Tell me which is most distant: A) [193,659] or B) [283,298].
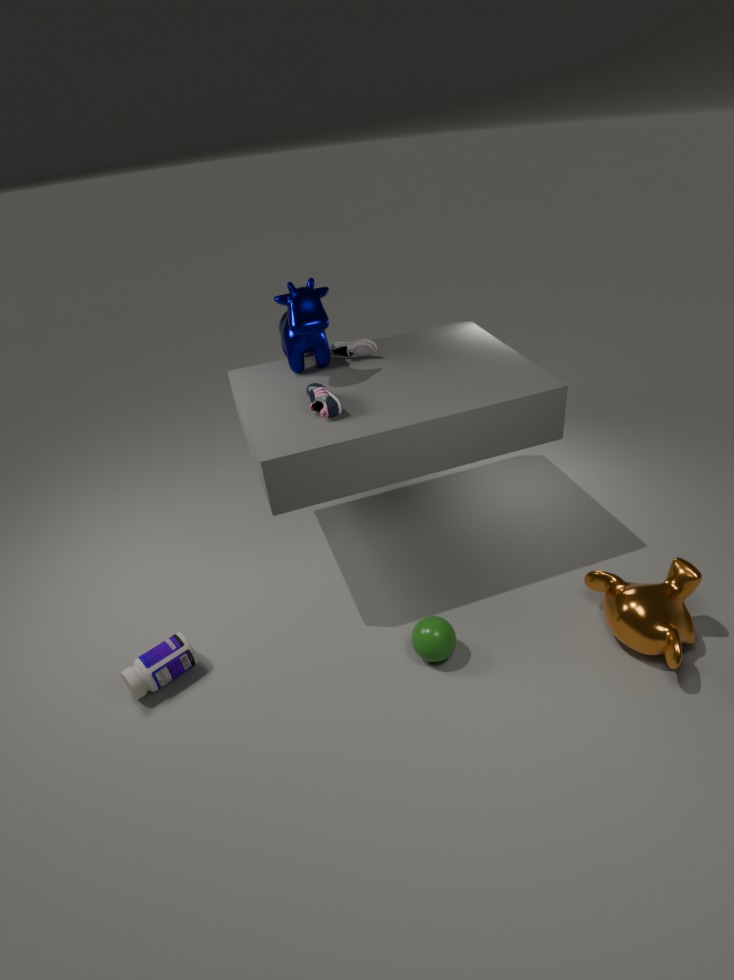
B. [283,298]
